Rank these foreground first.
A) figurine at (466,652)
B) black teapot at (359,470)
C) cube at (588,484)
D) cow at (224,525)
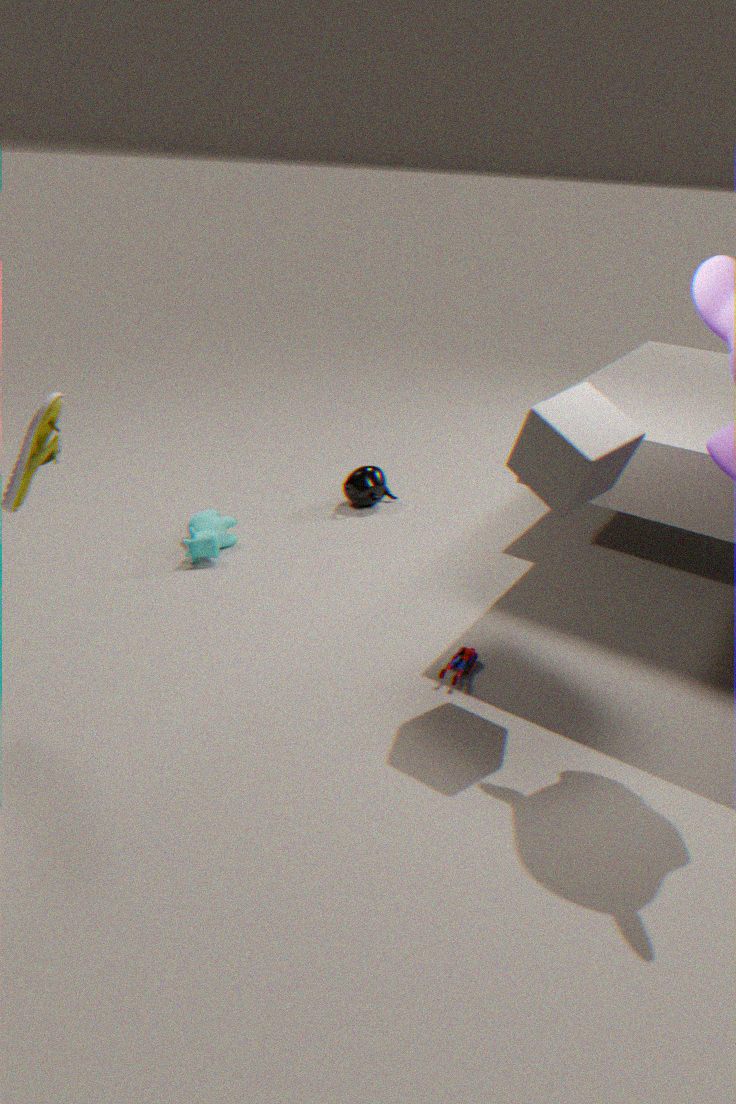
1. cube at (588,484)
2. figurine at (466,652)
3. cow at (224,525)
4. black teapot at (359,470)
